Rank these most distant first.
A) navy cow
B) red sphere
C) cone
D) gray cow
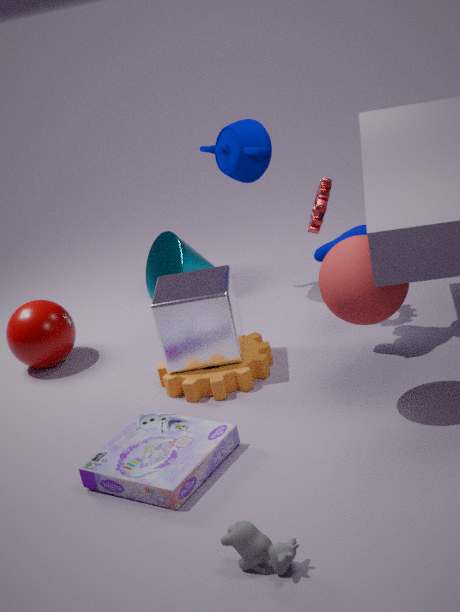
cone → navy cow → red sphere → gray cow
